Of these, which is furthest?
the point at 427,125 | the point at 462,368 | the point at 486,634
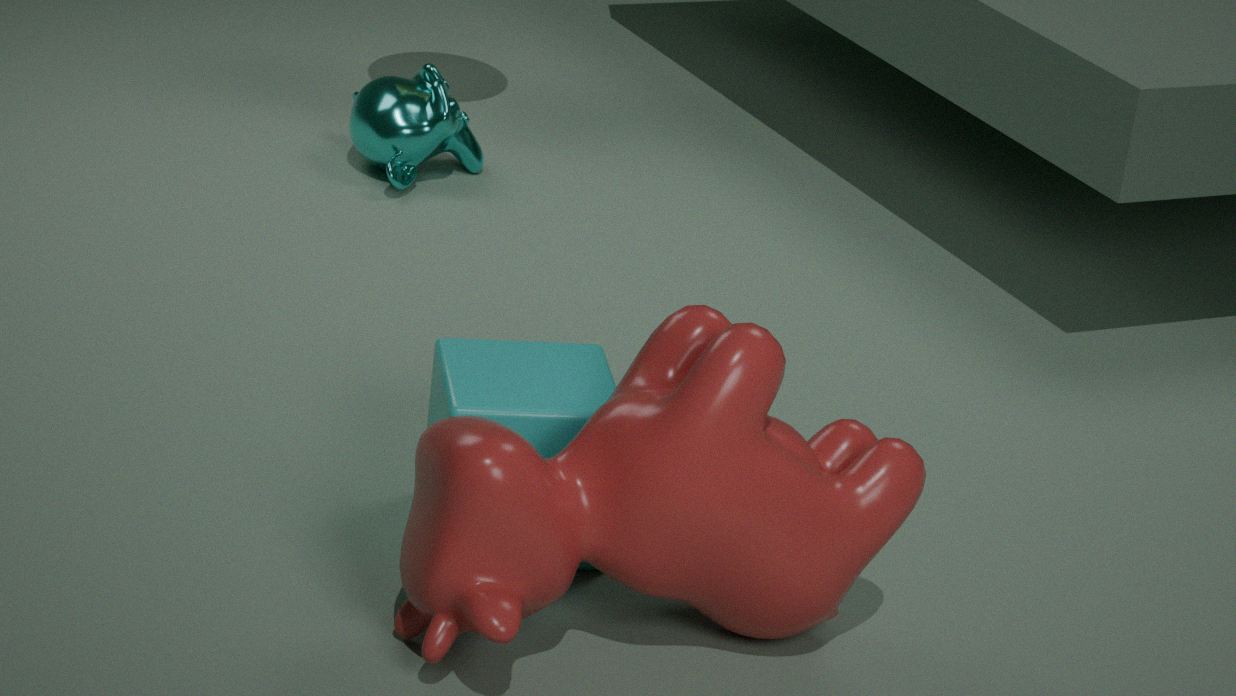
the point at 427,125
